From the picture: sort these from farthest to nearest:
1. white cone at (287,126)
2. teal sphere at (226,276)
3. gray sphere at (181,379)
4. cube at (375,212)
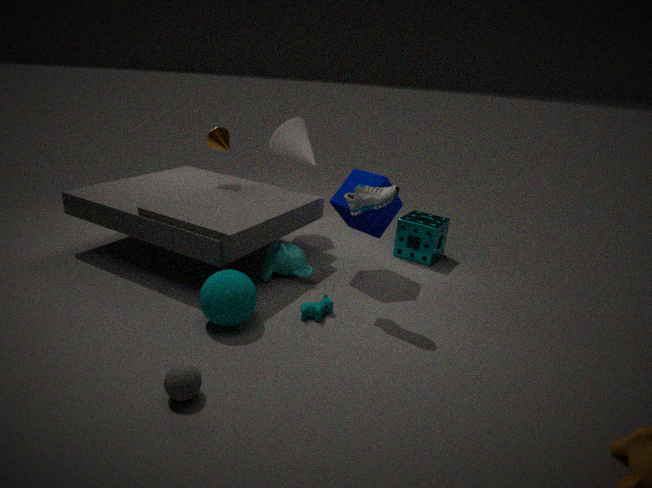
white cone at (287,126)
cube at (375,212)
teal sphere at (226,276)
gray sphere at (181,379)
